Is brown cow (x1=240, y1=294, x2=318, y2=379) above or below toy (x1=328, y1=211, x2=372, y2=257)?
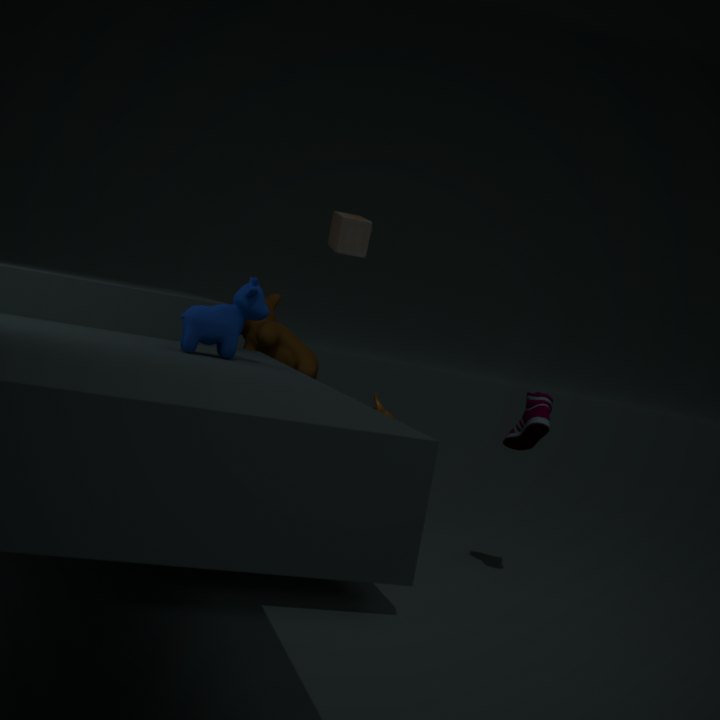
below
